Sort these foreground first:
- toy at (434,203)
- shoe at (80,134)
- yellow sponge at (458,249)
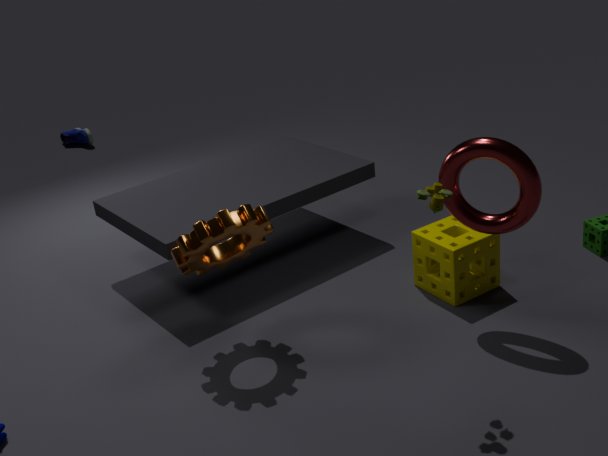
toy at (434,203), yellow sponge at (458,249), shoe at (80,134)
